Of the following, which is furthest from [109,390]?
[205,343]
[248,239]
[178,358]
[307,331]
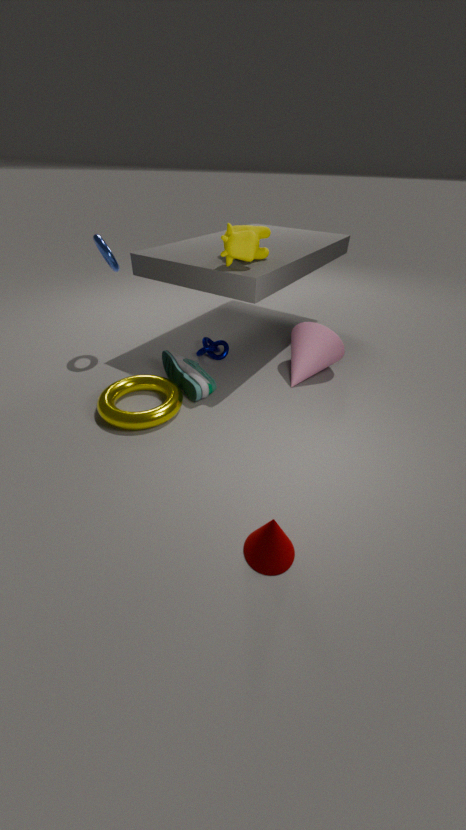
[307,331]
